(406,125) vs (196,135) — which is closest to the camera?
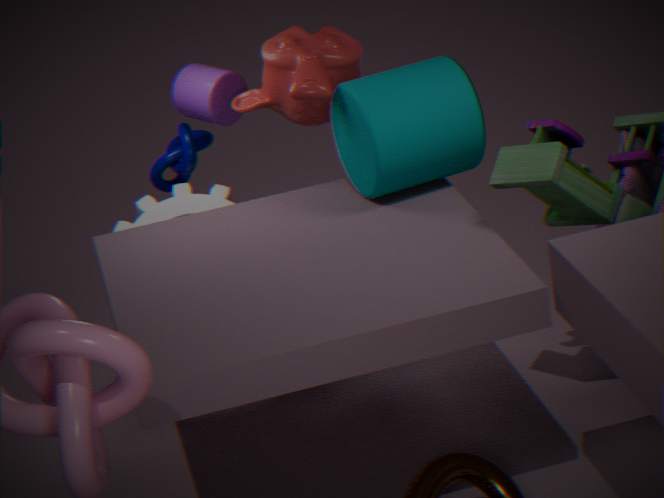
(406,125)
